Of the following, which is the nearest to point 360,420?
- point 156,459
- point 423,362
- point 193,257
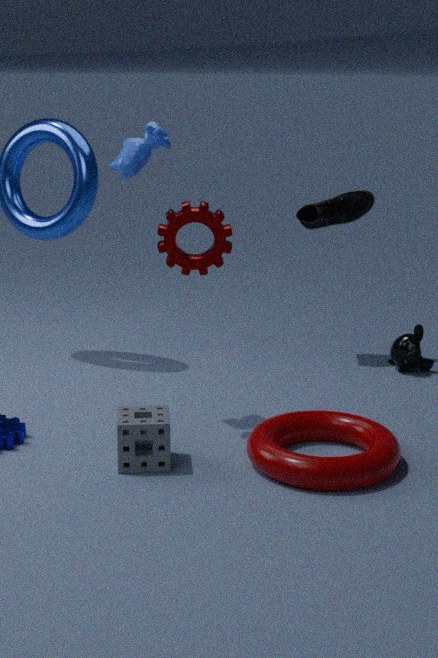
point 156,459
